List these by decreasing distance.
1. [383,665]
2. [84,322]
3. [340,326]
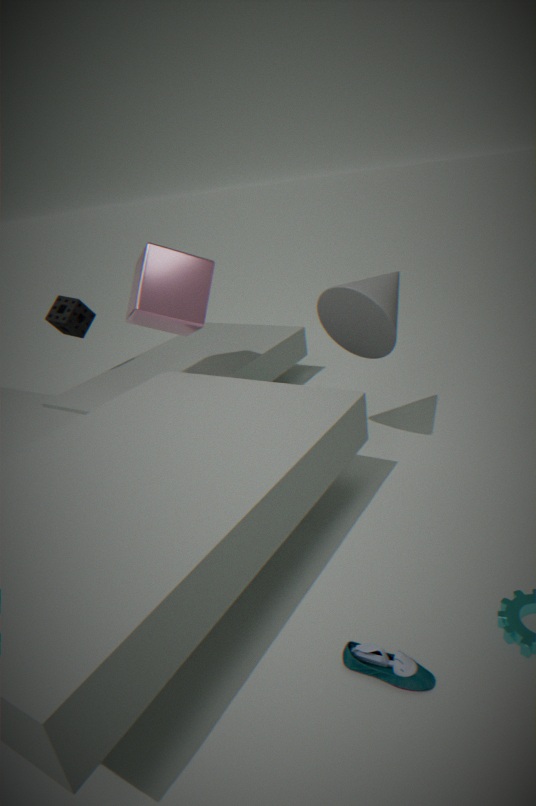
1. [84,322]
2. [340,326]
3. [383,665]
